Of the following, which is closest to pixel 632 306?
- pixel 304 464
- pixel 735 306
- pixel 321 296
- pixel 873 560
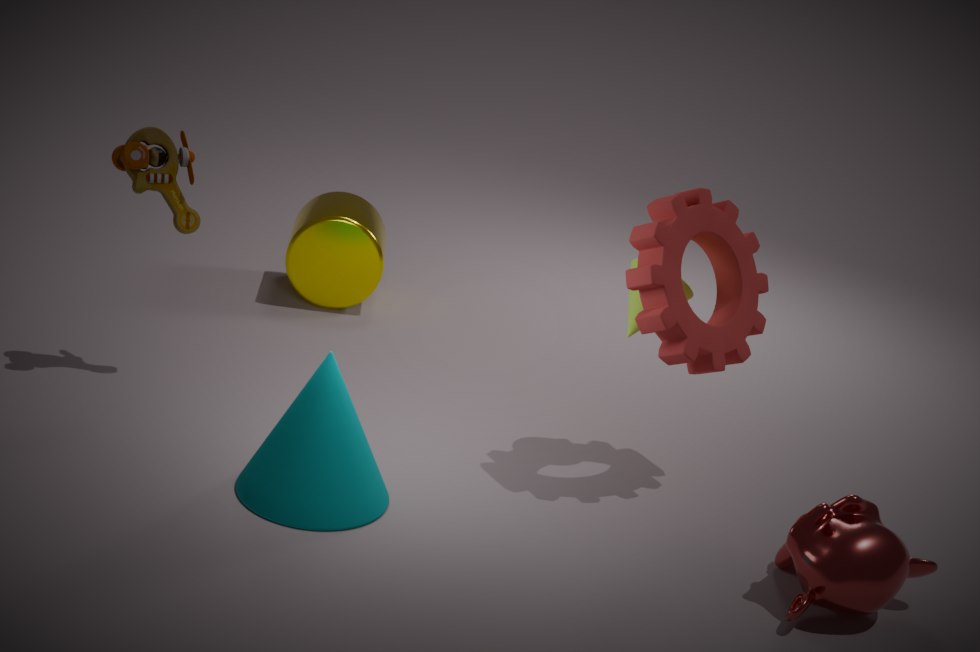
pixel 735 306
